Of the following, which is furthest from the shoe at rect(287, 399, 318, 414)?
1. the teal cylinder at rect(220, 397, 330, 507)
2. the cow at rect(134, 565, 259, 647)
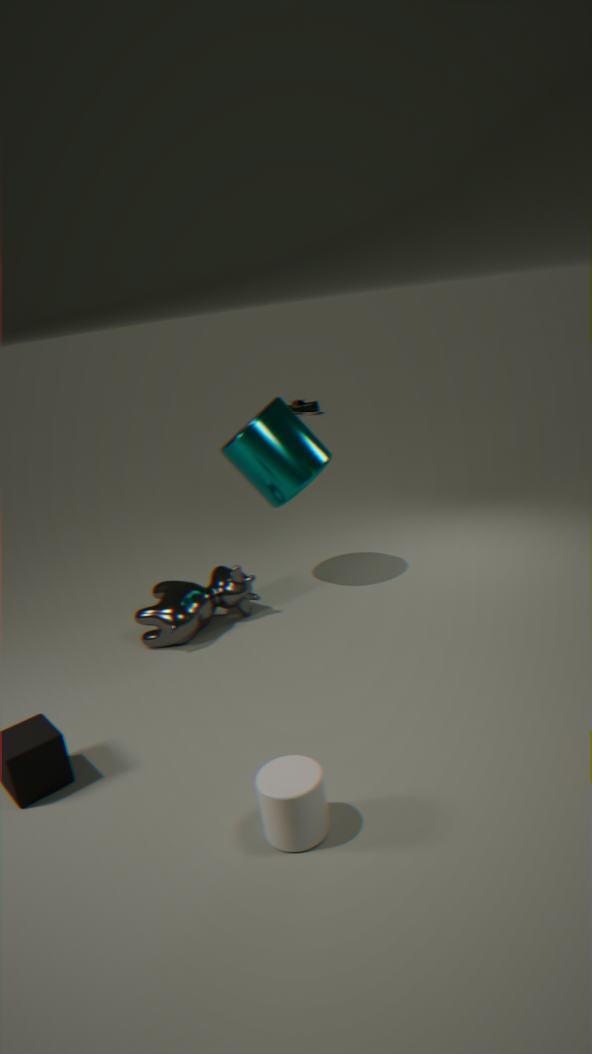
the cow at rect(134, 565, 259, 647)
